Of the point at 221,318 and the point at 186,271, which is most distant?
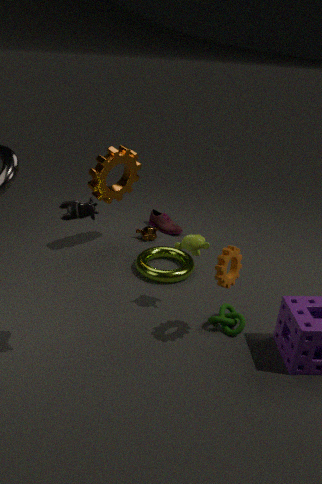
A: the point at 186,271
